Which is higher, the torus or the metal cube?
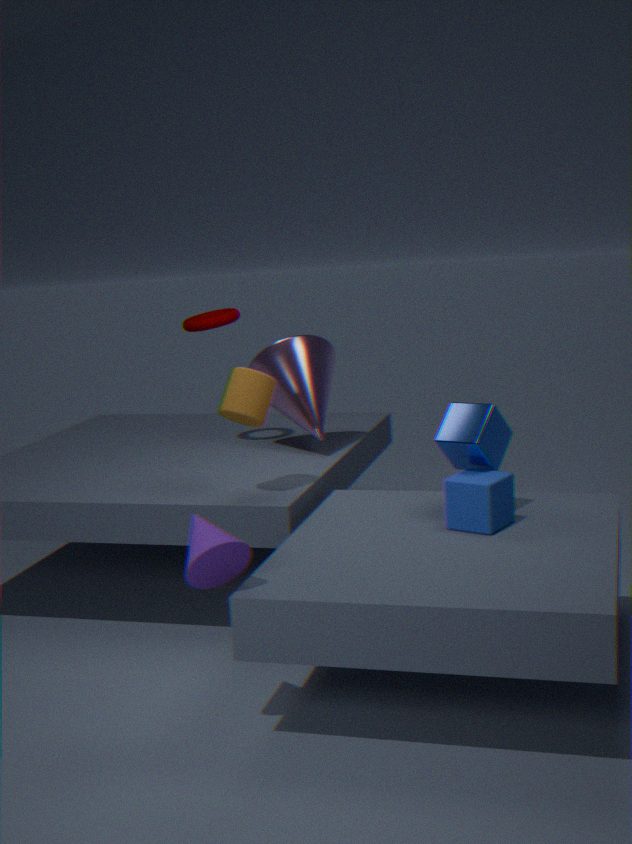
the torus
